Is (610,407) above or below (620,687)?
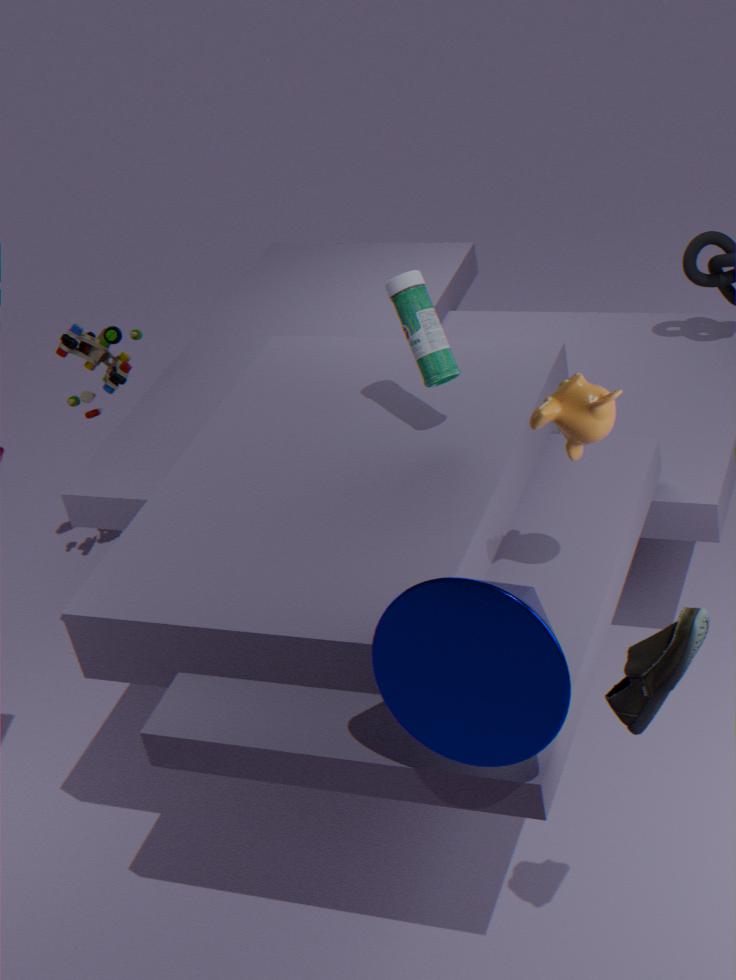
above
